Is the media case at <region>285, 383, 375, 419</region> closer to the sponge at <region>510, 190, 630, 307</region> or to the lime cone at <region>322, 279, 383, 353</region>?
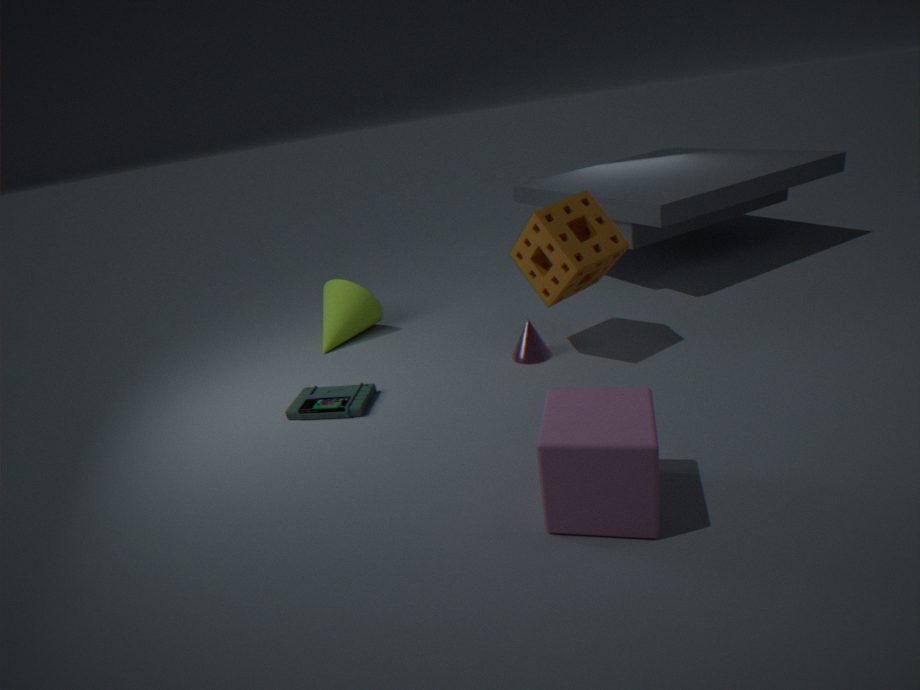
the lime cone at <region>322, 279, 383, 353</region>
